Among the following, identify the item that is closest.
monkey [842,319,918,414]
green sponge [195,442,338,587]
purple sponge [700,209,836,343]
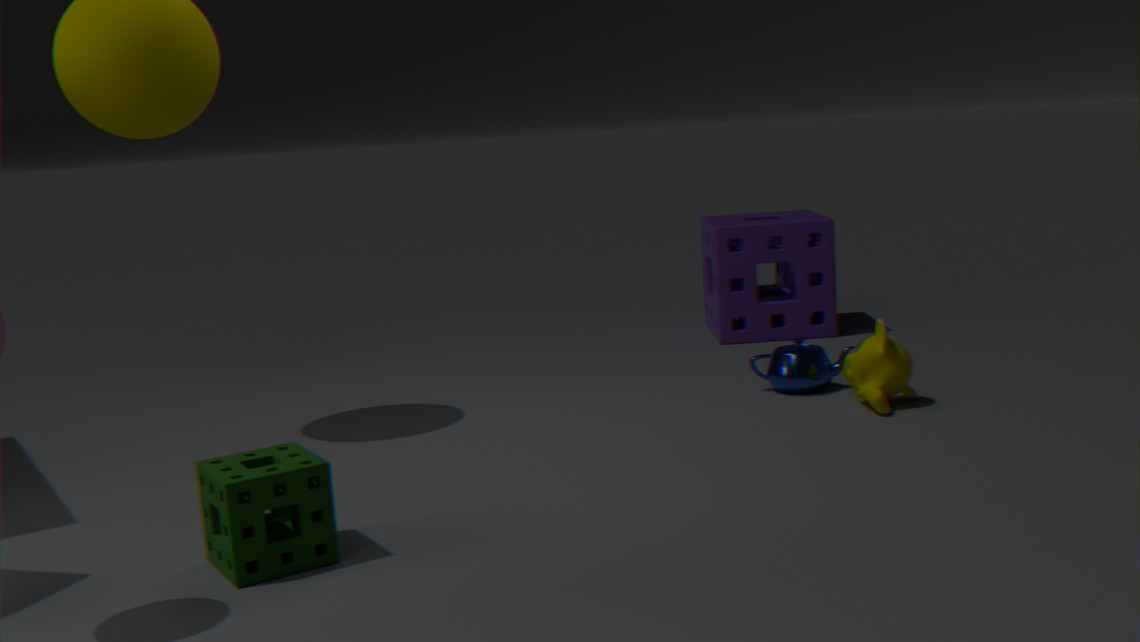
green sponge [195,442,338,587]
